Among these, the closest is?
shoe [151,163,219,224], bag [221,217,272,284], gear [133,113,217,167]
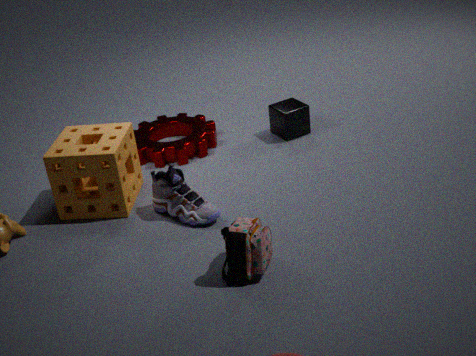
bag [221,217,272,284]
